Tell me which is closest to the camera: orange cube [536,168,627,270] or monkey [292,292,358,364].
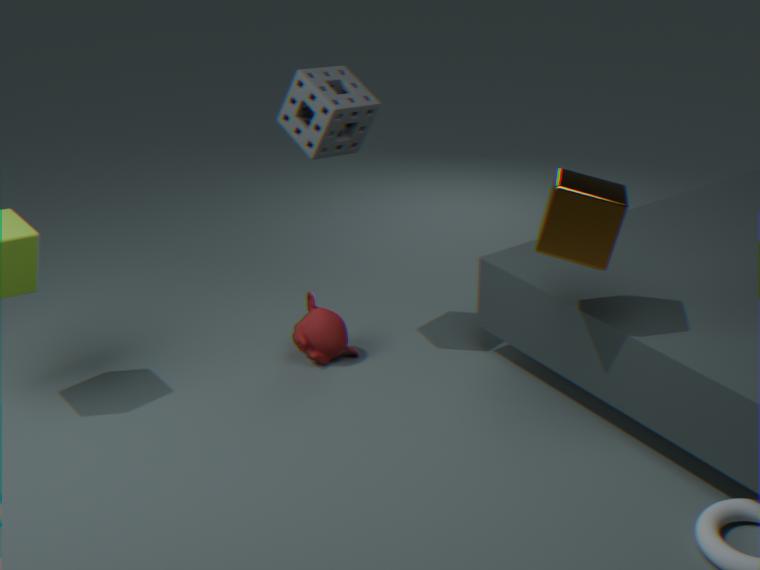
orange cube [536,168,627,270]
